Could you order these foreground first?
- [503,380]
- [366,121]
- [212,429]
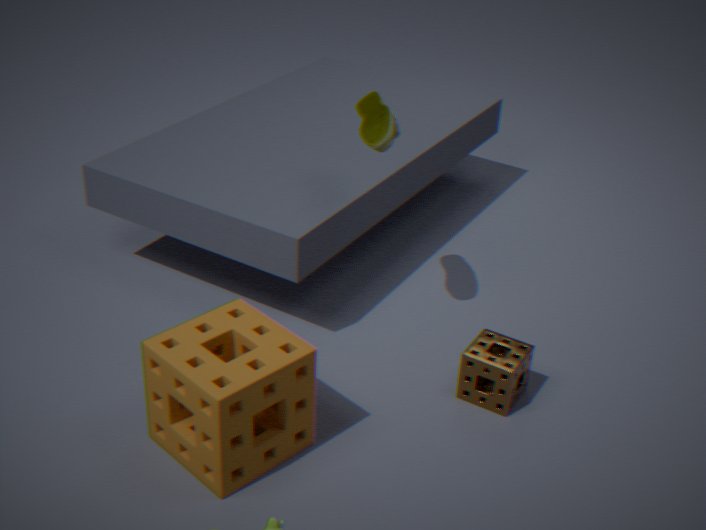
1. [212,429]
2. [503,380]
3. [366,121]
